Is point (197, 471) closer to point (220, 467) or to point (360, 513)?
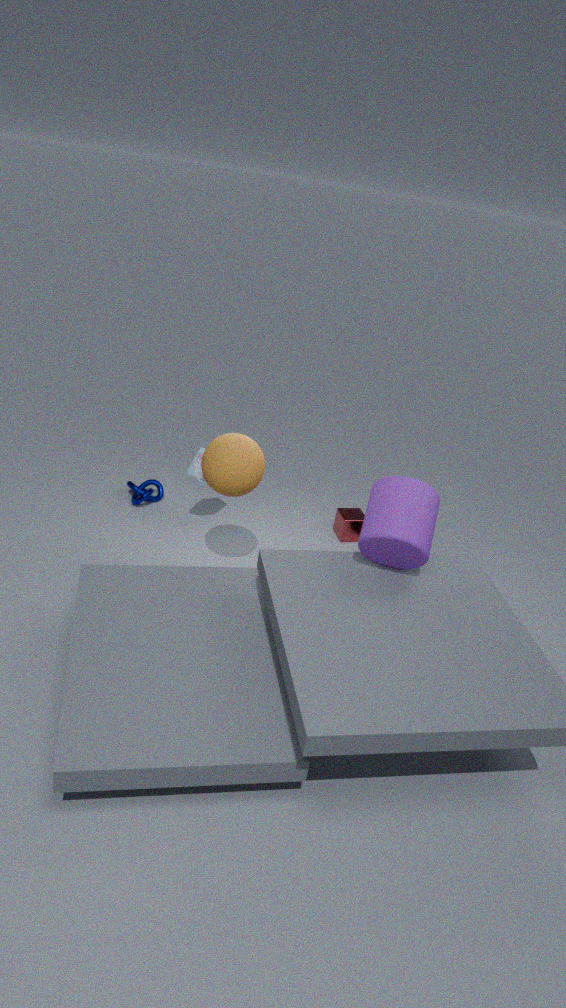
point (220, 467)
